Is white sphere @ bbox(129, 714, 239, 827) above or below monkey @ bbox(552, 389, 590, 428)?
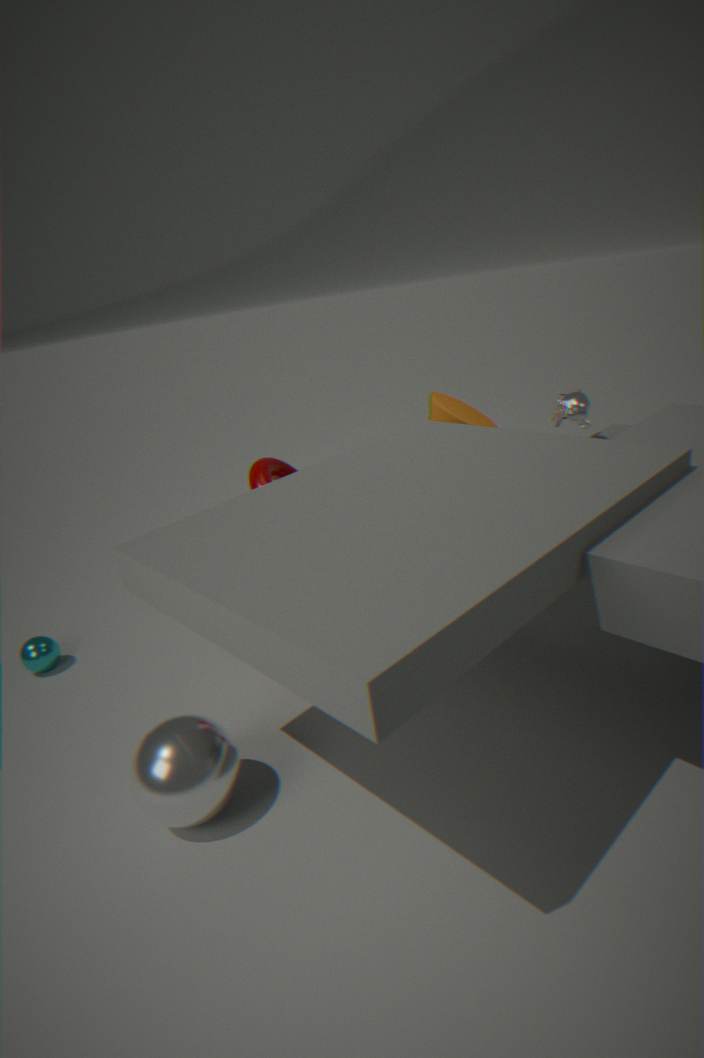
below
